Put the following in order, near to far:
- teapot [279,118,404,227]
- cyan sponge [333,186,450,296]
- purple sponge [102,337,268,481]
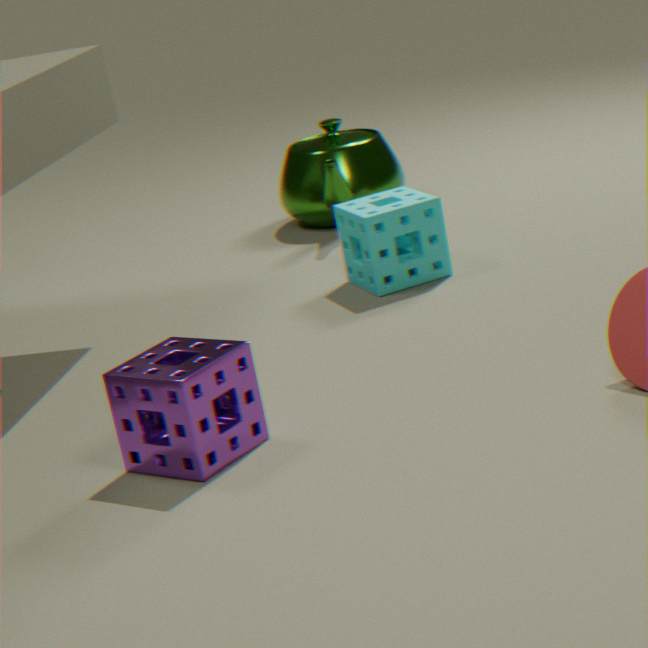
purple sponge [102,337,268,481], cyan sponge [333,186,450,296], teapot [279,118,404,227]
